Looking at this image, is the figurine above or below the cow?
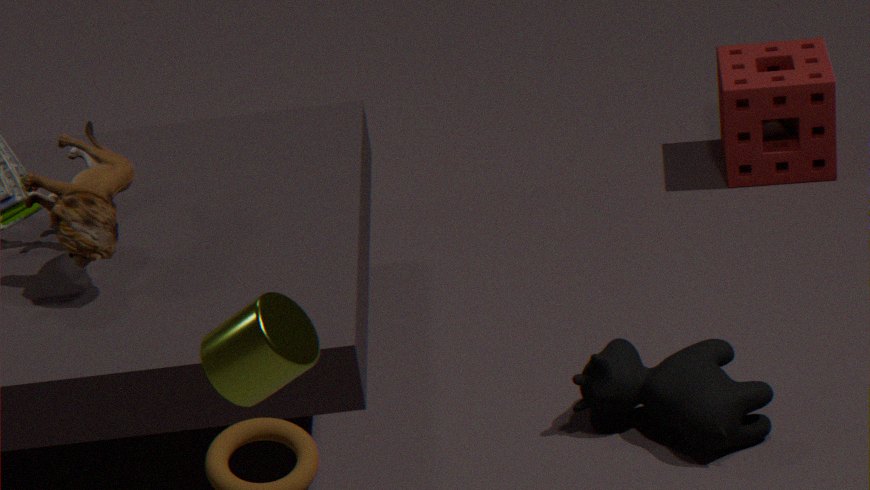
above
